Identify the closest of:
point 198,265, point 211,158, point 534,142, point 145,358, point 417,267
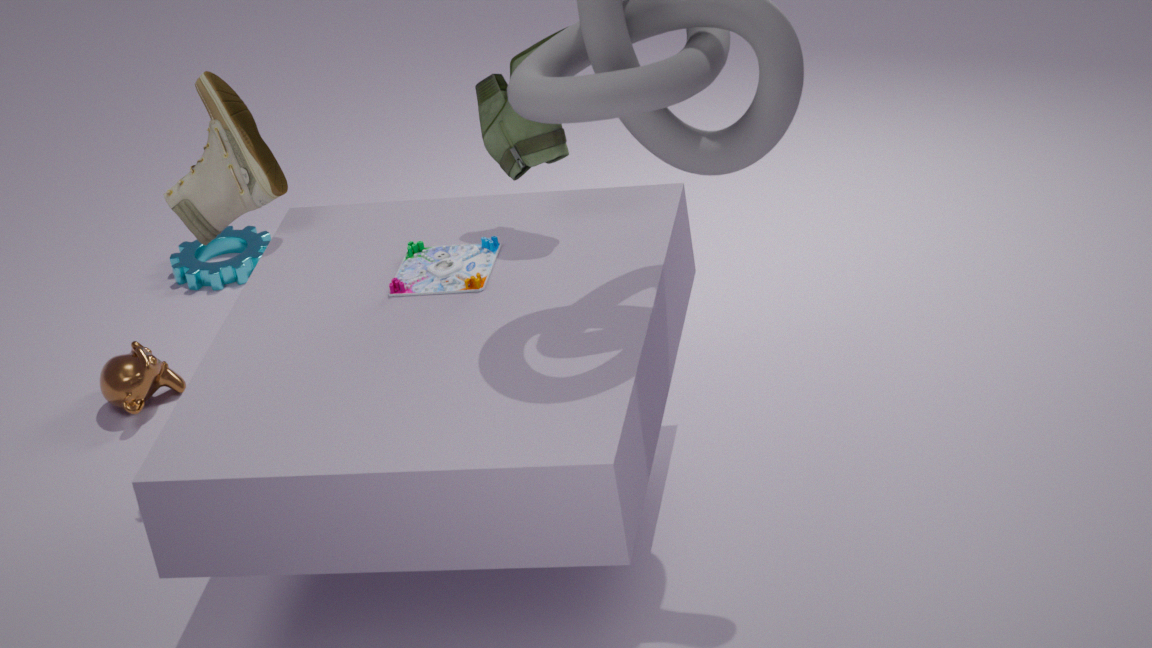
point 534,142
